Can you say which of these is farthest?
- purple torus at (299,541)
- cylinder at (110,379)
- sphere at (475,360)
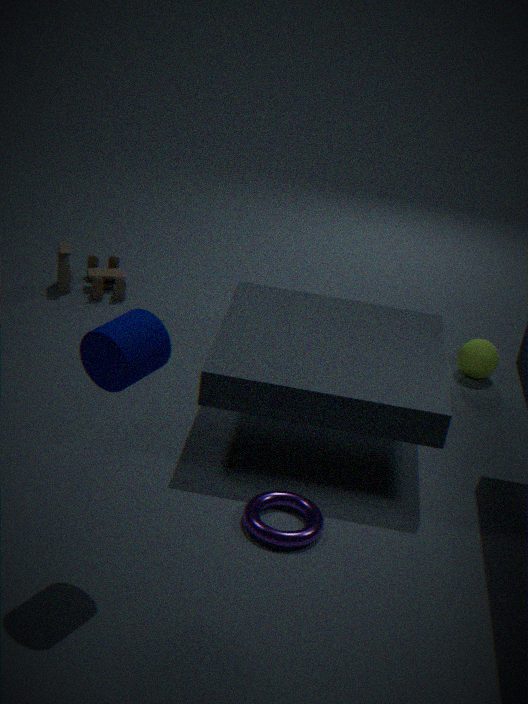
sphere at (475,360)
